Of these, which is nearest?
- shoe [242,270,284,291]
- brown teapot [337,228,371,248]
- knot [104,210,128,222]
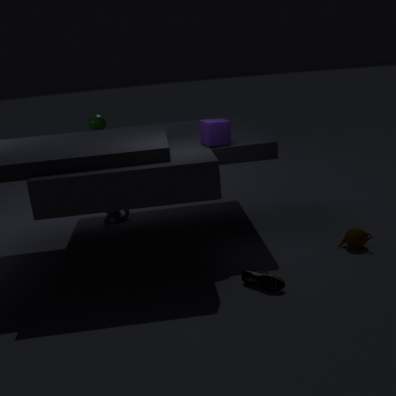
shoe [242,270,284,291]
